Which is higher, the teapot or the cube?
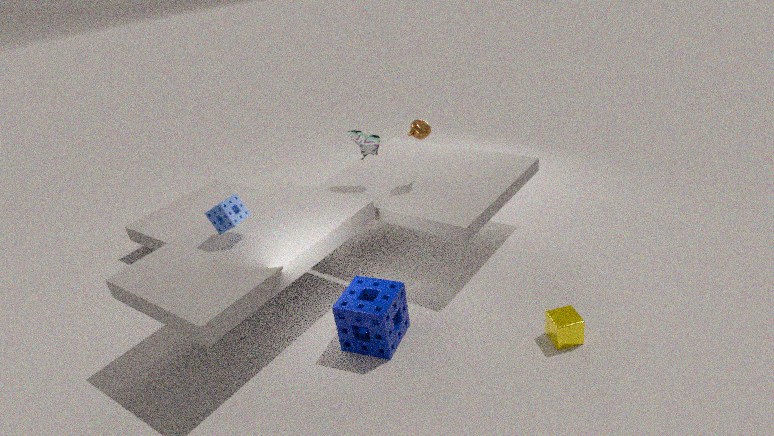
the teapot
